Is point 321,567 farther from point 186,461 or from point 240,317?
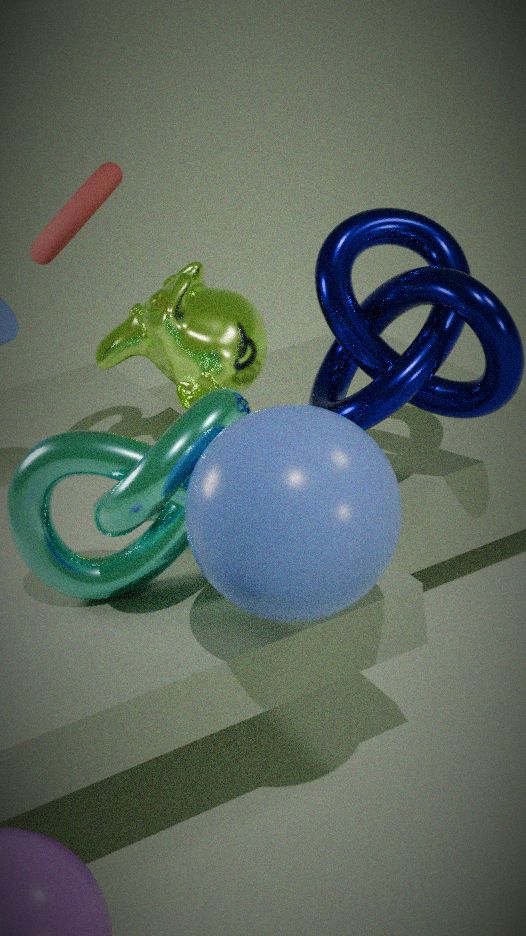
point 240,317
